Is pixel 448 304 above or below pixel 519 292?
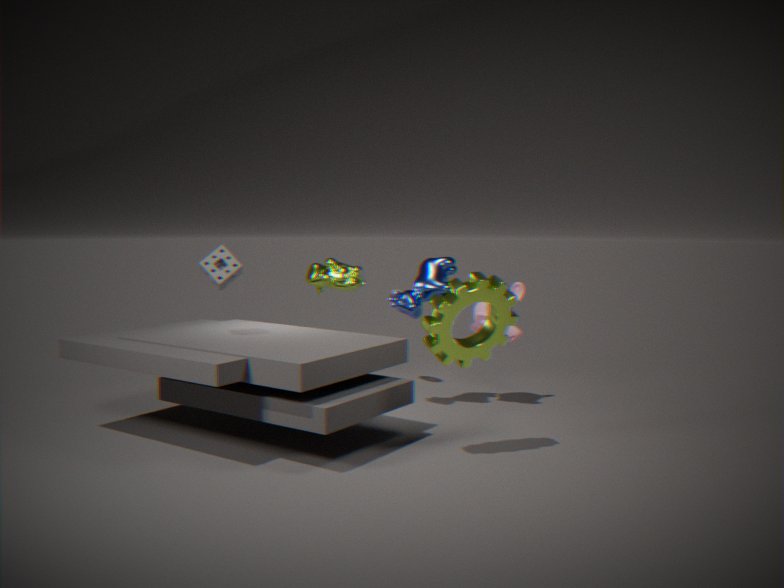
above
